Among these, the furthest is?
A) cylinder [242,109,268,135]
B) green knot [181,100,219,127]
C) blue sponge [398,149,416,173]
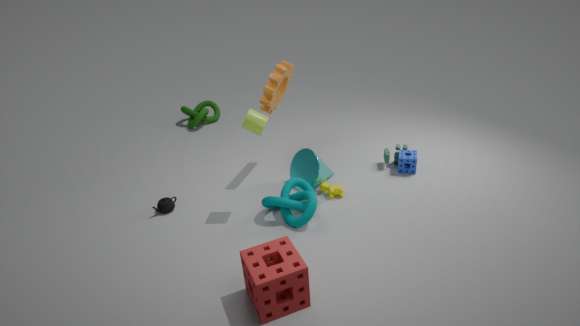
green knot [181,100,219,127]
